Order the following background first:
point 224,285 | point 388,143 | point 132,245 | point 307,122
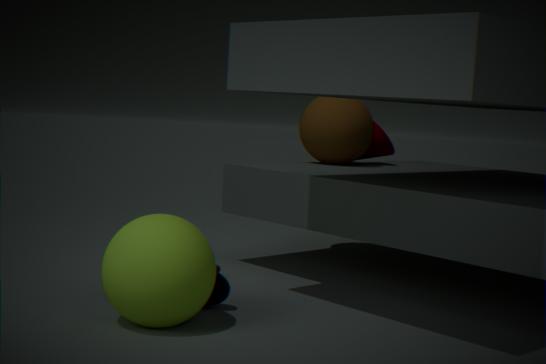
point 388,143, point 307,122, point 224,285, point 132,245
